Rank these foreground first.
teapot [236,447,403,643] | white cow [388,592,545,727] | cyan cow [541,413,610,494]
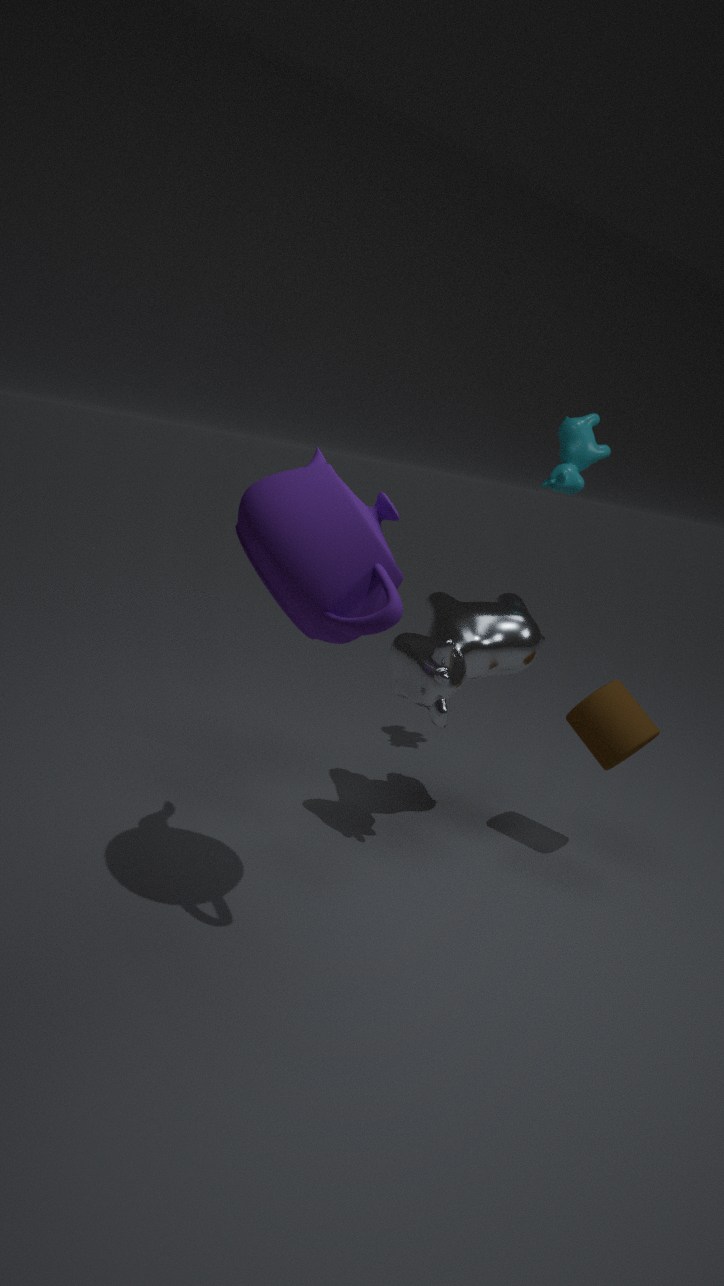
teapot [236,447,403,643] → white cow [388,592,545,727] → cyan cow [541,413,610,494]
